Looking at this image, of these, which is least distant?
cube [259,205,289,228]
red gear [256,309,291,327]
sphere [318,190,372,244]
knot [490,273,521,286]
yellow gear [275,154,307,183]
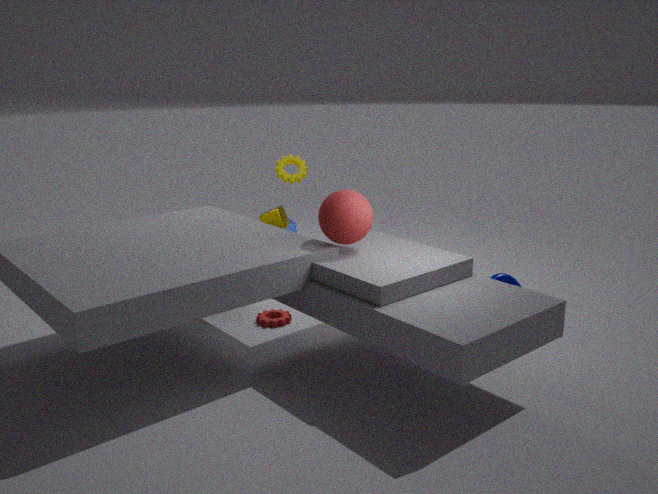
sphere [318,190,372,244]
